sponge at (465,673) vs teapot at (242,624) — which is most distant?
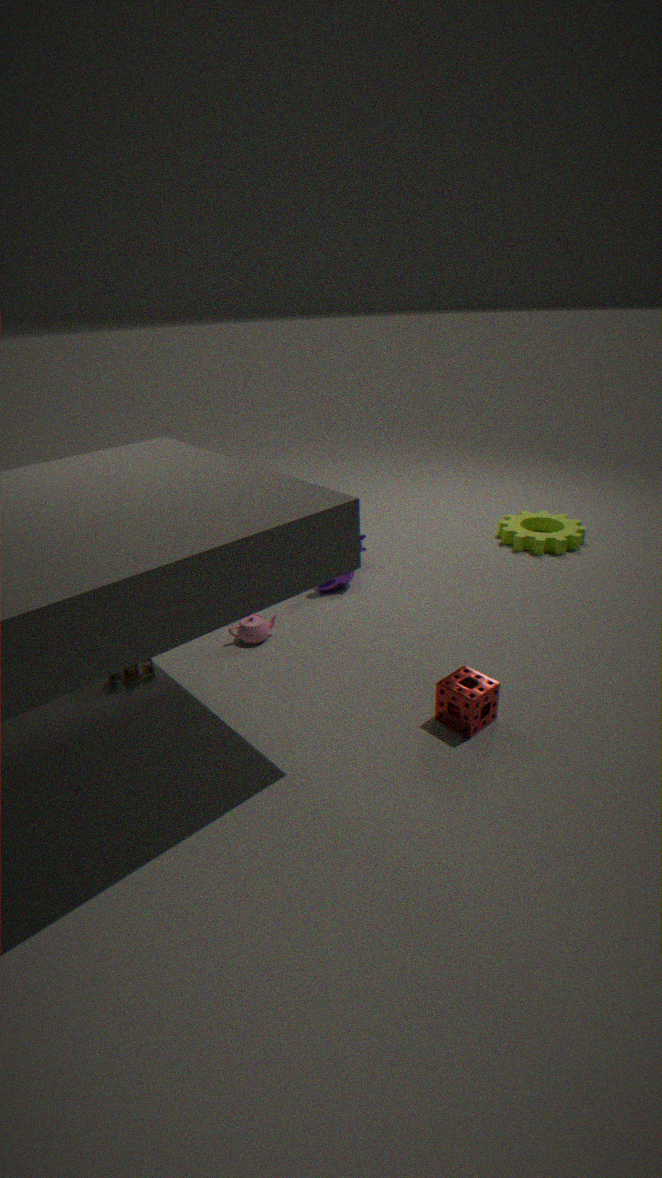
teapot at (242,624)
